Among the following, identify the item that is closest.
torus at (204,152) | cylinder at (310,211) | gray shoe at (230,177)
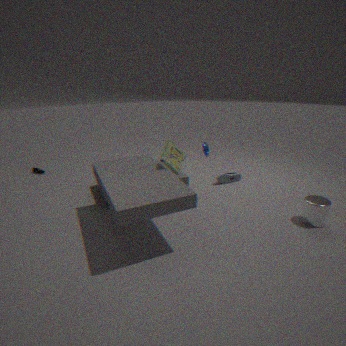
cylinder at (310,211)
